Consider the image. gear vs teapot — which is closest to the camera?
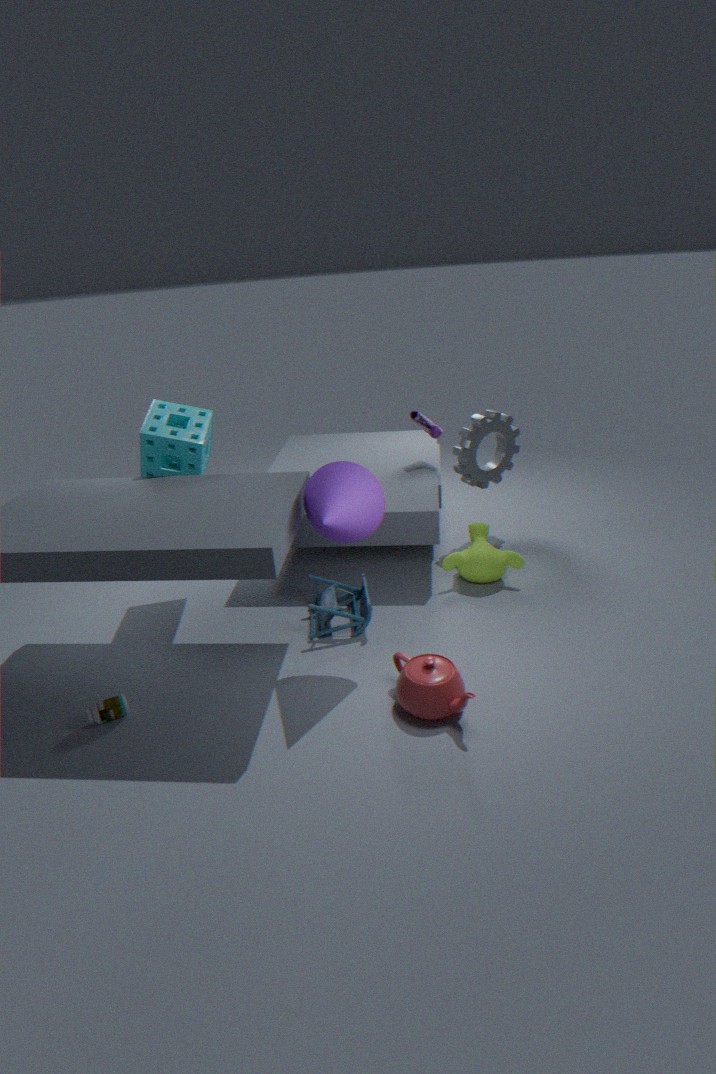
teapot
